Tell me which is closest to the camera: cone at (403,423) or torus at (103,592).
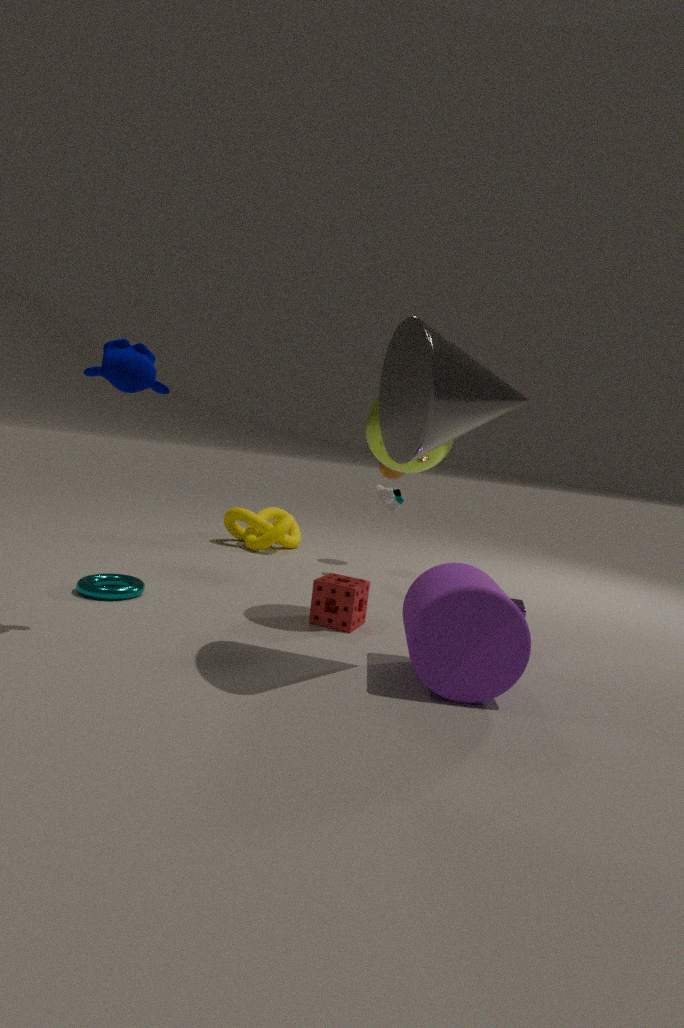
cone at (403,423)
